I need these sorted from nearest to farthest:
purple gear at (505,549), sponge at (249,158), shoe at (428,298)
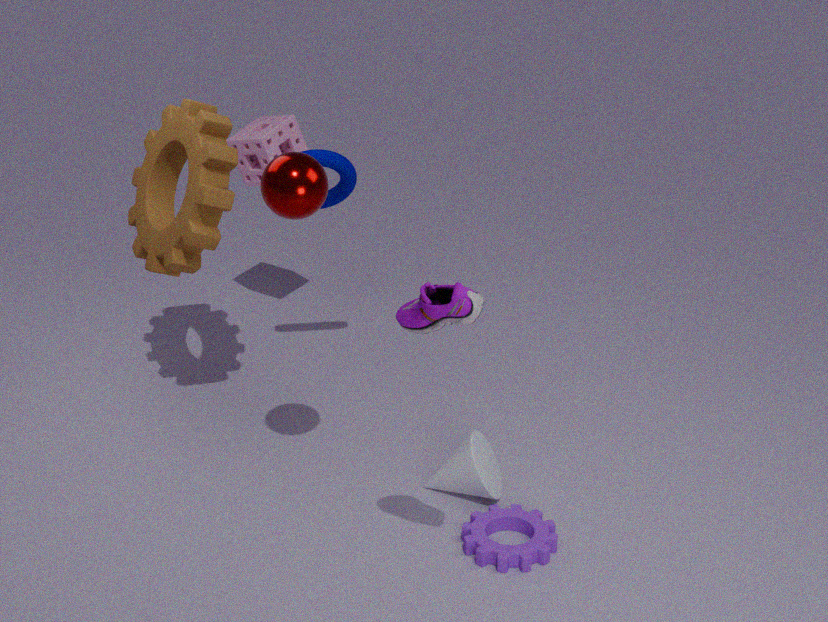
1. shoe at (428,298)
2. purple gear at (505,549)
3. sponge at (249,158)
